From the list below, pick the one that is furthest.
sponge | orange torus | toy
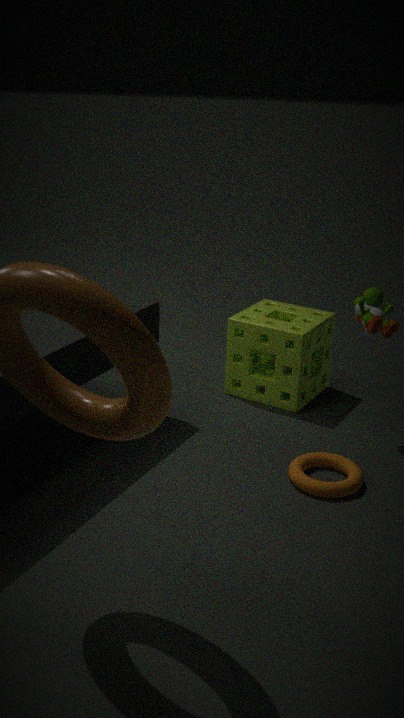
sponge
